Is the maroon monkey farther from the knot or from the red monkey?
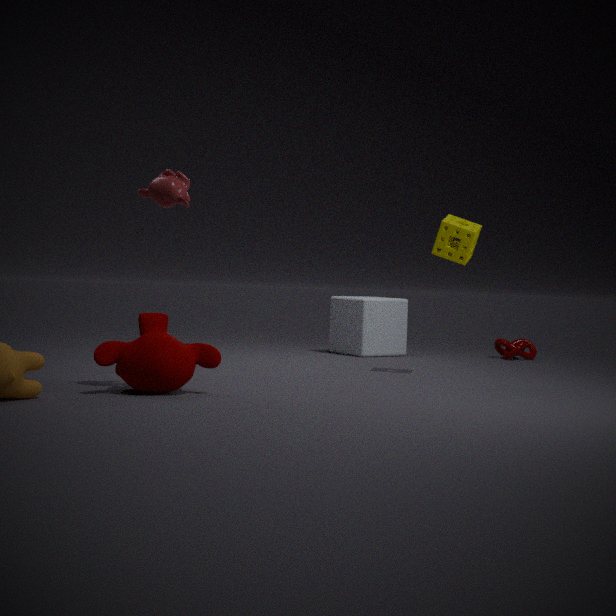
the knot
